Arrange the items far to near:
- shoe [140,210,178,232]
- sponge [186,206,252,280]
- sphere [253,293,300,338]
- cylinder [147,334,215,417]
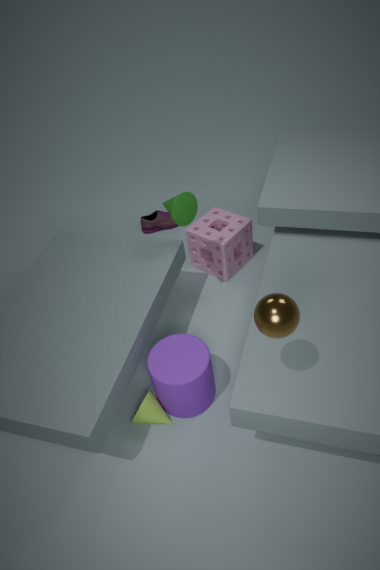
shoe [140,210,178,232] → sponge [186,206,252,280] → cylinder [147,334,215,417] → sphere [253,293,300,338]
